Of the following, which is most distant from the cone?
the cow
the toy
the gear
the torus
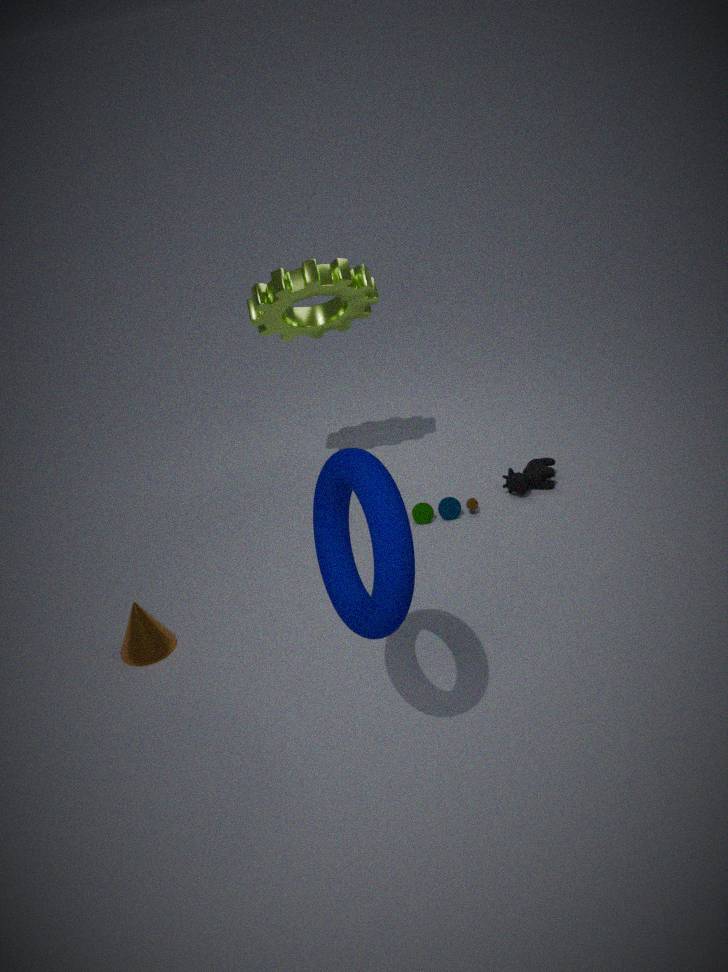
the cow
